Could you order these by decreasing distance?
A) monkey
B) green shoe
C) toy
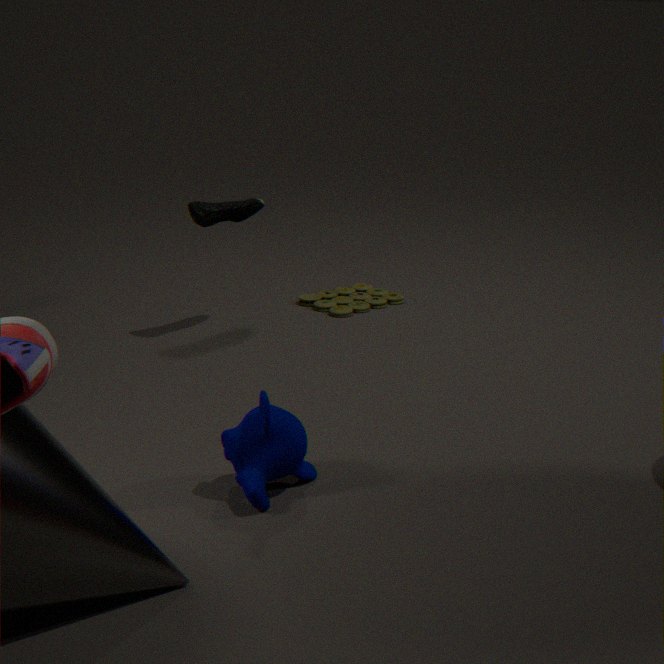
toy → green shoe → monkey
